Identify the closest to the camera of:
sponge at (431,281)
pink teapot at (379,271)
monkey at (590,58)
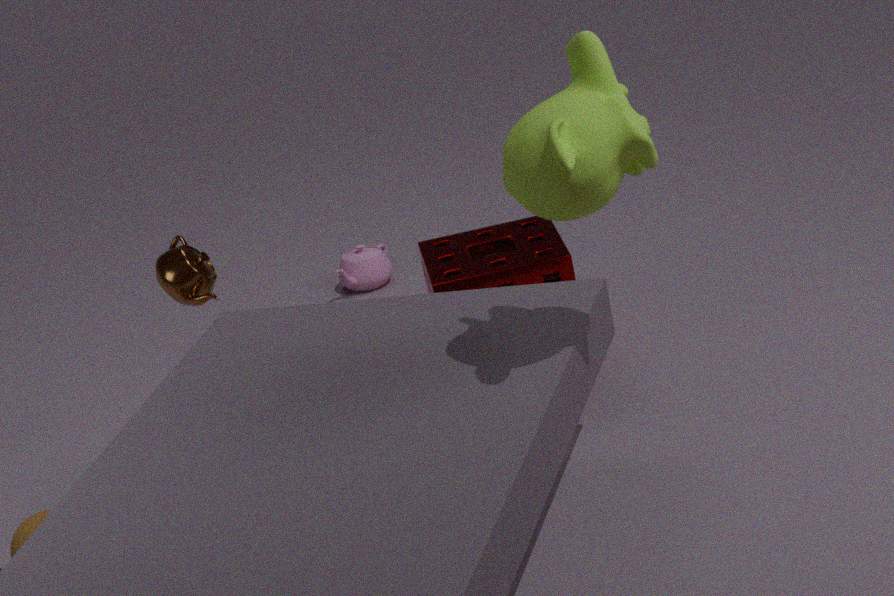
monkey at (590,58)
